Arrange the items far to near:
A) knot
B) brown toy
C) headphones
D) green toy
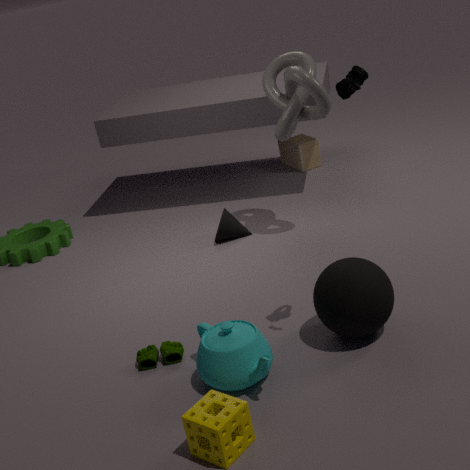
B. brown toy → A. knot → D. green toy → C. headphones
